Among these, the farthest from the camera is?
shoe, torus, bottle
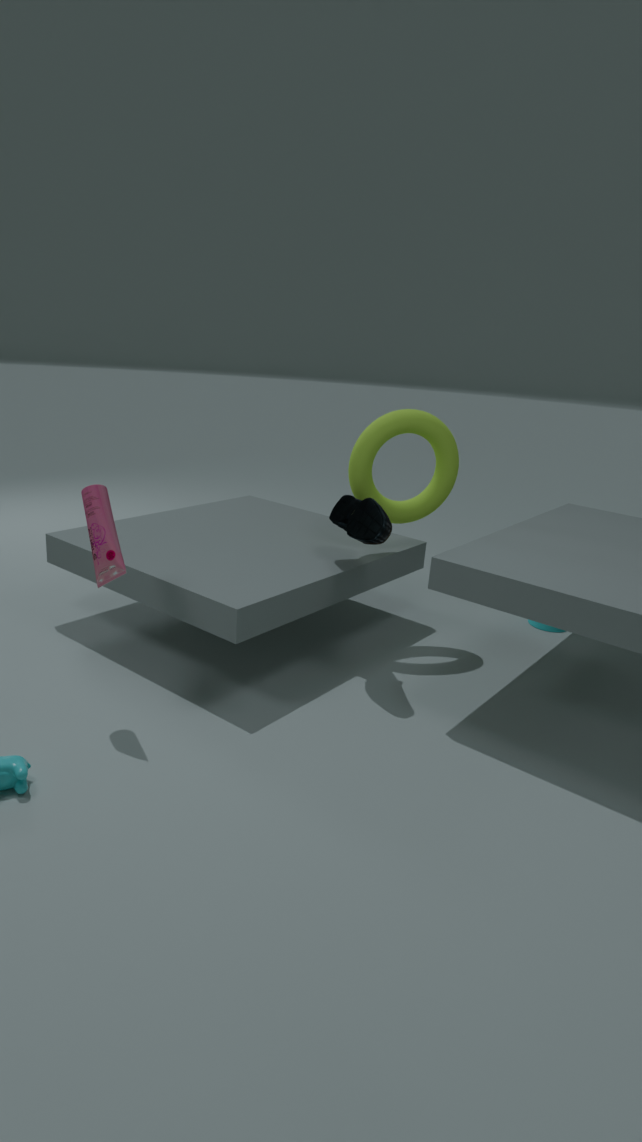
torus
